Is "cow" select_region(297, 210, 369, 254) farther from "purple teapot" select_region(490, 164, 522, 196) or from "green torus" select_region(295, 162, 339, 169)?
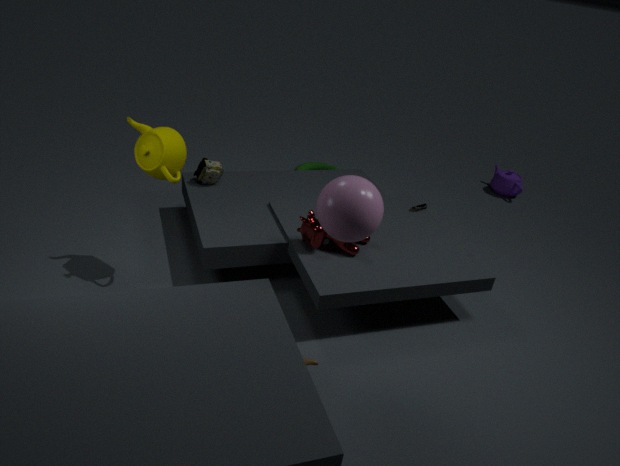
"purple teapot" select_region(490, 164, 522, 196)
